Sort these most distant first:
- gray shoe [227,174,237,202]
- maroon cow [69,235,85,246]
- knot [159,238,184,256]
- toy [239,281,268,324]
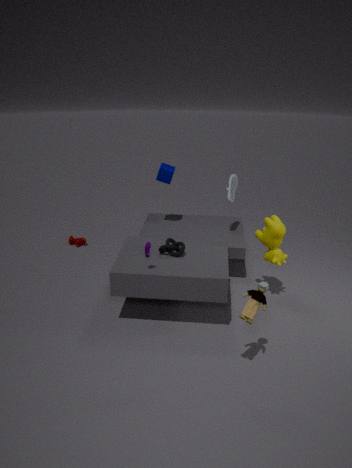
1. maroon cow [69,235,85,246]
2. gray shoe [227,174,237,202]
3. knot [159,238,184,256]
4. toy [239,281,268,324]
